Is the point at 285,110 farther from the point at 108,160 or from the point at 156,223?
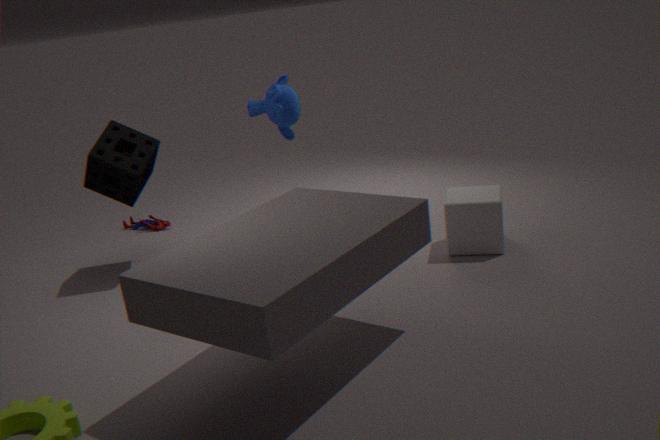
the point at 156,223
